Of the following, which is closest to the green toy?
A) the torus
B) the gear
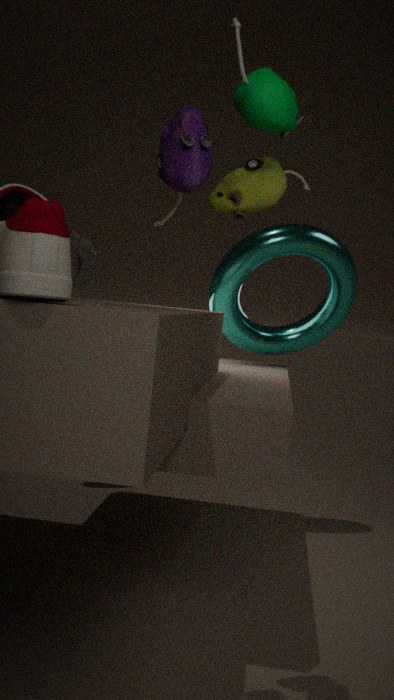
the torus
